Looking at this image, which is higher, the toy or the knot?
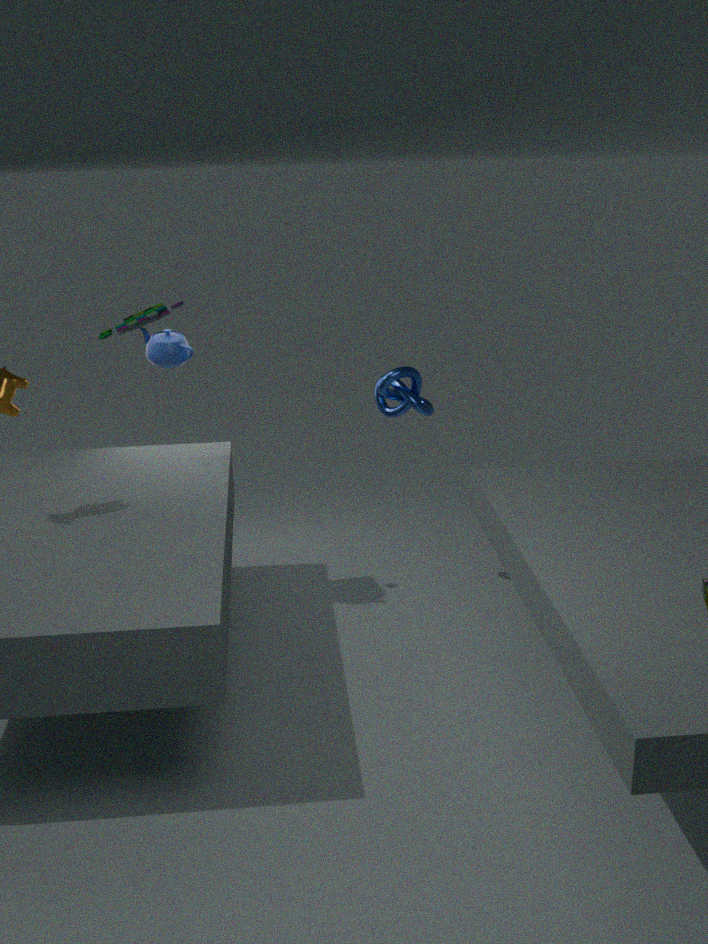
the toy
